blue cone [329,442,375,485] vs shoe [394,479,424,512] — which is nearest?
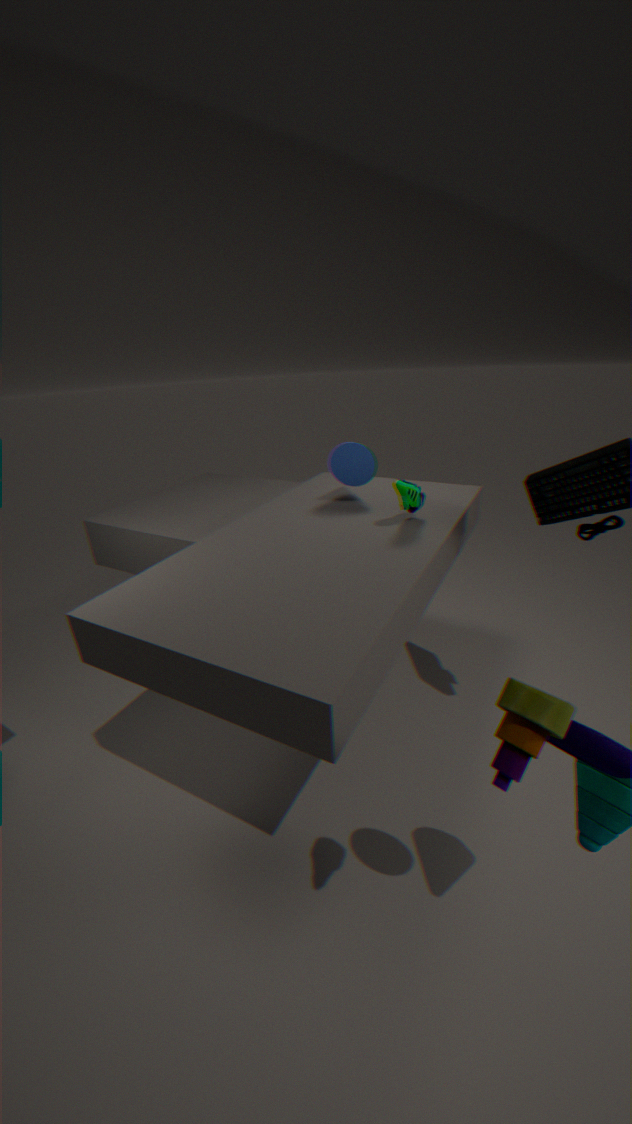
shoe [394,479,424,512]
